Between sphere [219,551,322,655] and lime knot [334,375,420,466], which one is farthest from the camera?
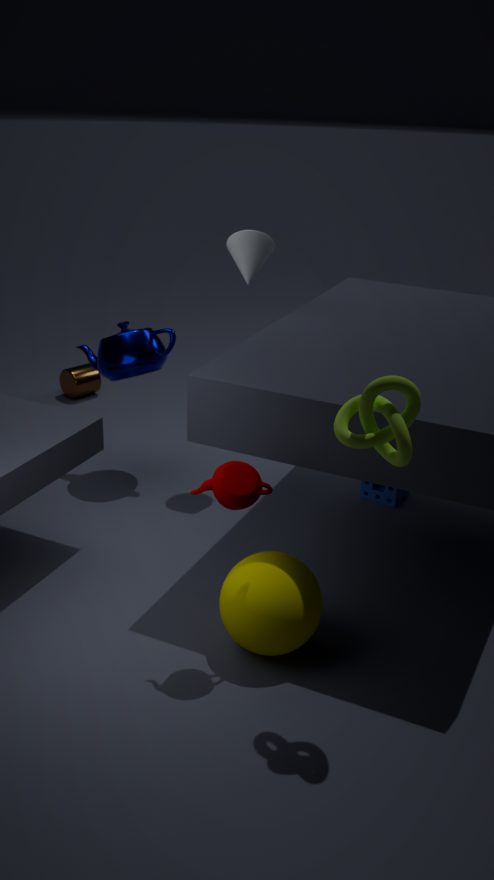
sphere [219,551,322,655]
